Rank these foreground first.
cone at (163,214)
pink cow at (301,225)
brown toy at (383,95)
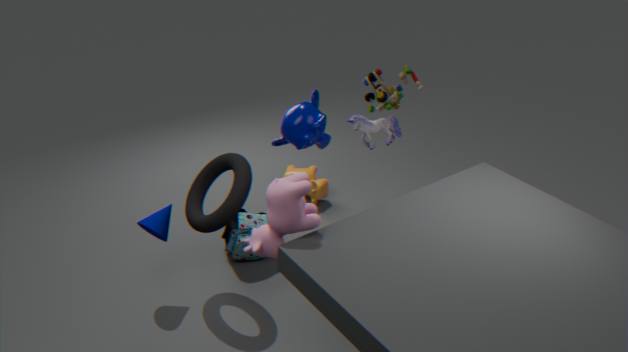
pink cow at (301,225), cone at (163,214), brown toy at (383,95)
